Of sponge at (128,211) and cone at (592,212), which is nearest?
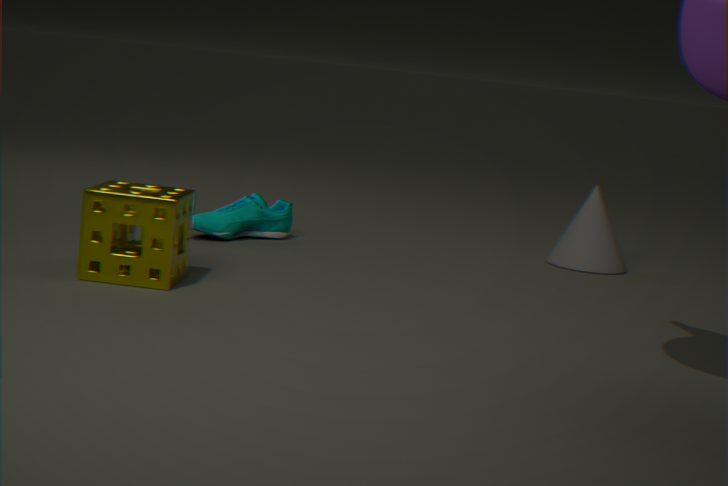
sponge at (128,211)
